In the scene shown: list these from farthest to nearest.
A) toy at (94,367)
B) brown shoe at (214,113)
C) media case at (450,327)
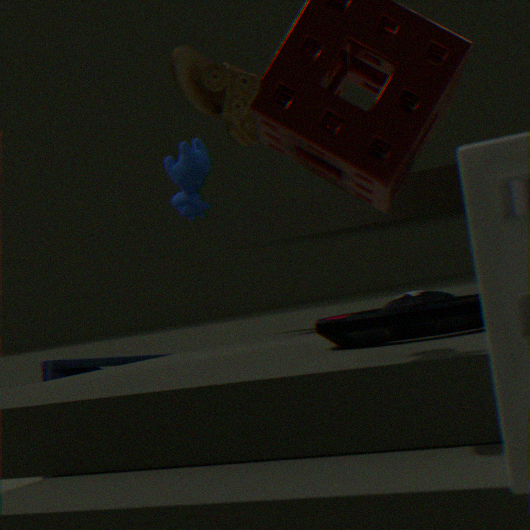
toy at (94,367), media case at (450,327), brown shoe at (214,113)
